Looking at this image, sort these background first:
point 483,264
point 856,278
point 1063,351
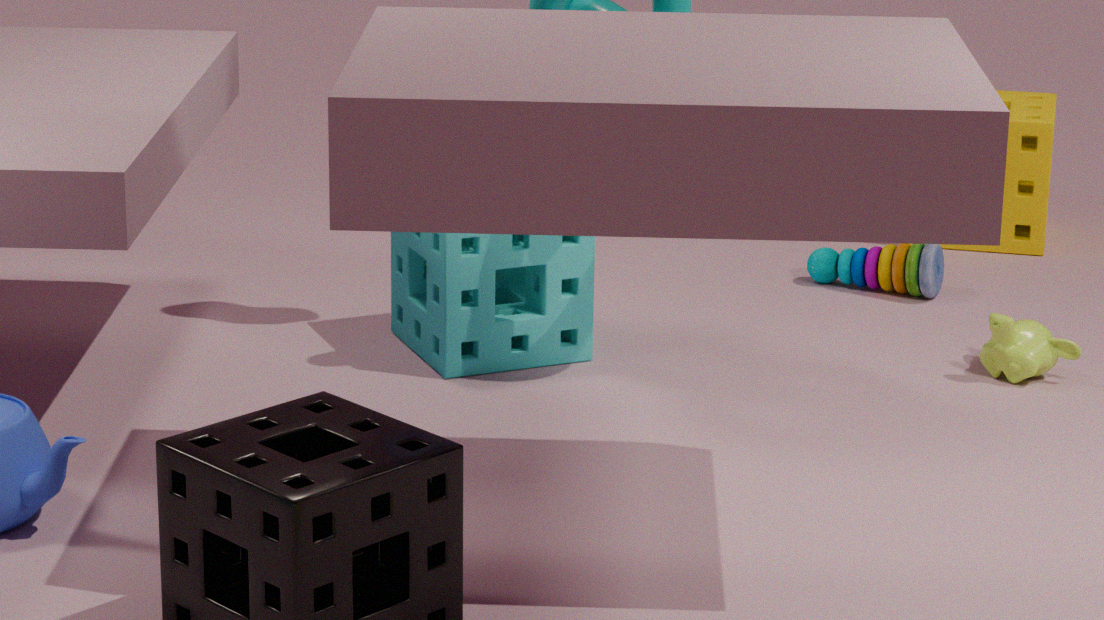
point 856,278, point 1063,351, point 483,264
